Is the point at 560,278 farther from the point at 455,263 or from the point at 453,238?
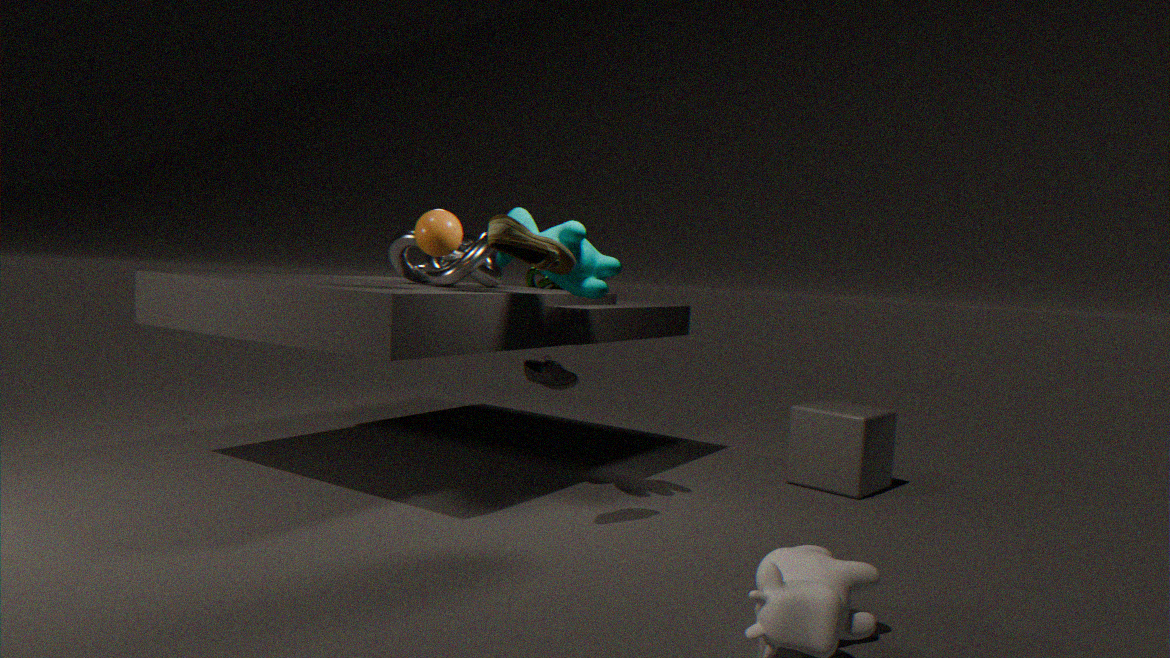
the point at 455,263
